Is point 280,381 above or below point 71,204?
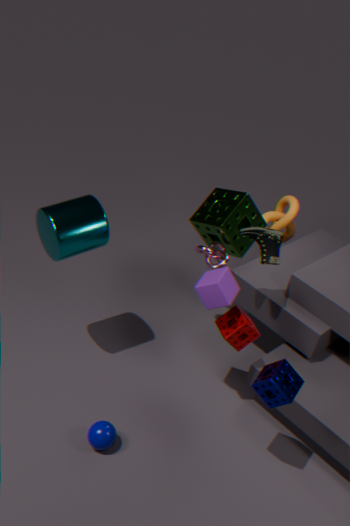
below
